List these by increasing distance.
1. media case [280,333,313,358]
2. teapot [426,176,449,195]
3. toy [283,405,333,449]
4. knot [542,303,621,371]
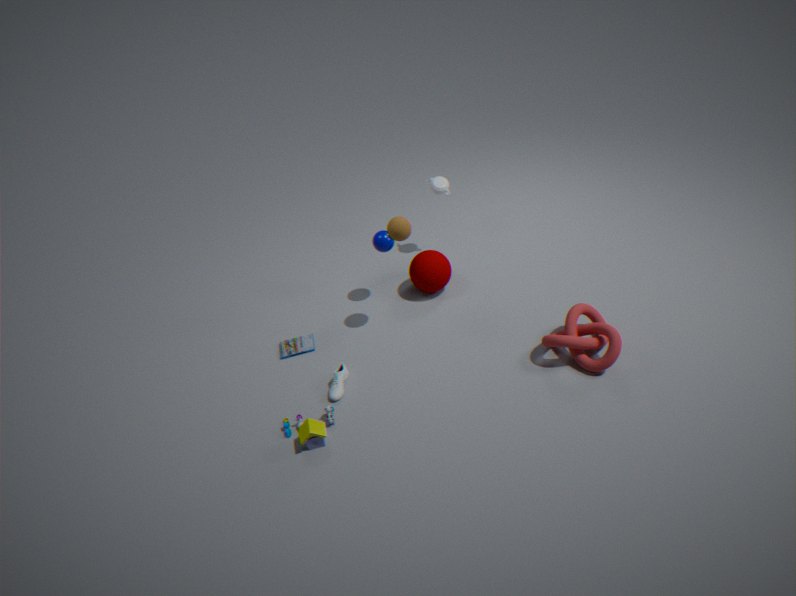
toy [283,405,333,449] < knot [542,303,621,371] < media case [280,333,313,358] < teapot [426,176,449,195]
